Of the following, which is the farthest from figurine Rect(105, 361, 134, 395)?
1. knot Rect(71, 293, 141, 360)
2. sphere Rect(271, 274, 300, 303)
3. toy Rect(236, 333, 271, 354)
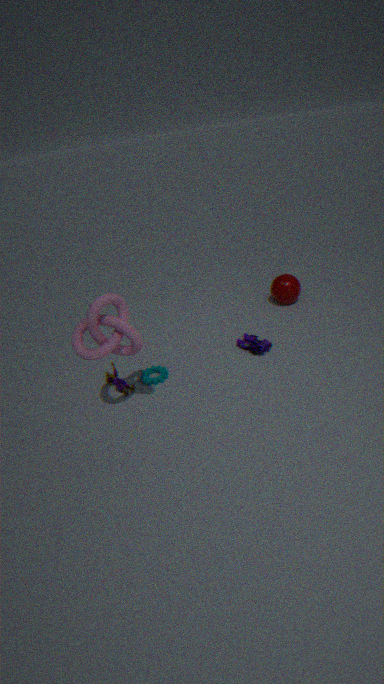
sphere Rect(271, 274, 300, 303)
